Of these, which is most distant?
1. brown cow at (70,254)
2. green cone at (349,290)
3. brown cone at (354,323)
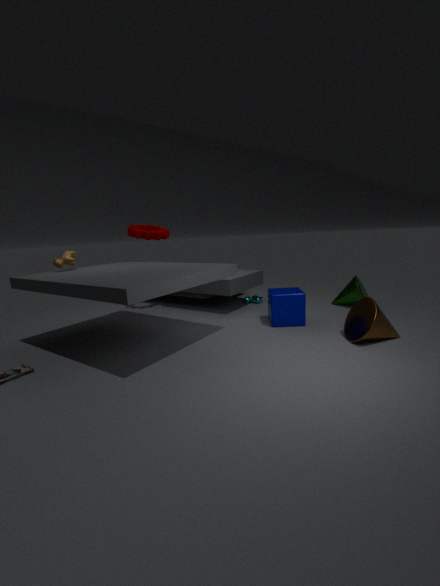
green cone at (349,290)
